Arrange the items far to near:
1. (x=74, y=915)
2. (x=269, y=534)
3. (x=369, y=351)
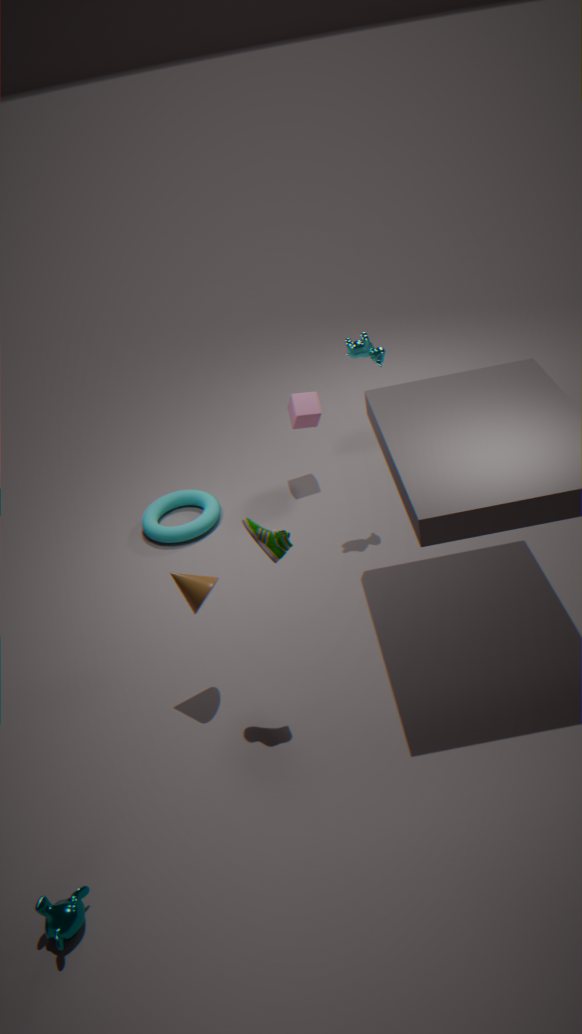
(x=369, y=351) < (x=269, y=534) < (x=74, y=915)
